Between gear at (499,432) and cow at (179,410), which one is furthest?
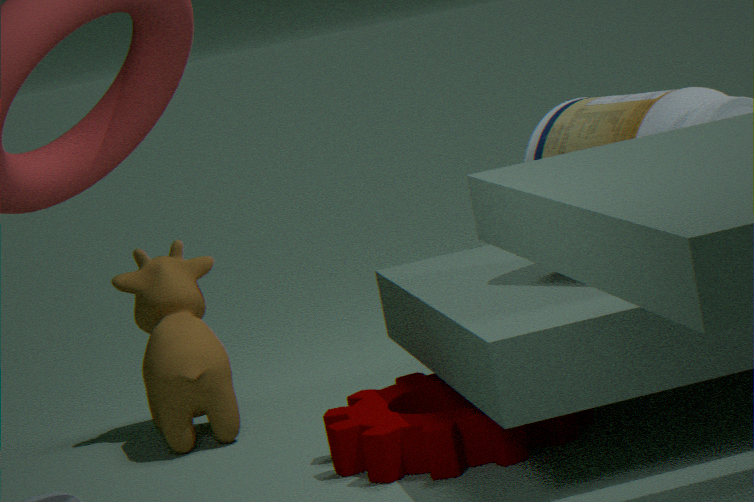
cow at (179,410)
